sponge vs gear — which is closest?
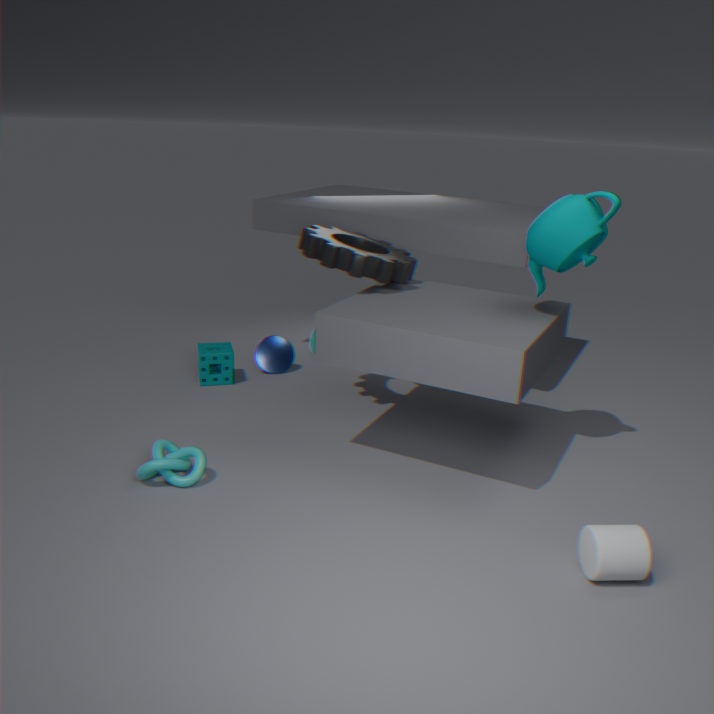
gear
